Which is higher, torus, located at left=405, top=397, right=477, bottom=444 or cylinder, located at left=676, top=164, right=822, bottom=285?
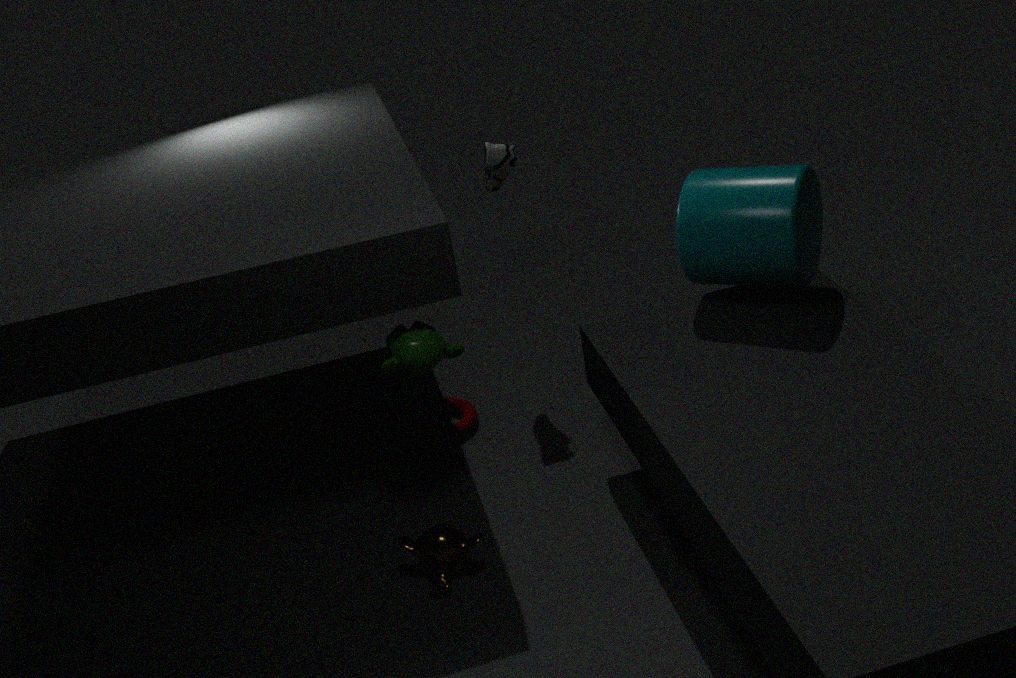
cylinder, located at left=676, top=164, right=822, bottom=285
